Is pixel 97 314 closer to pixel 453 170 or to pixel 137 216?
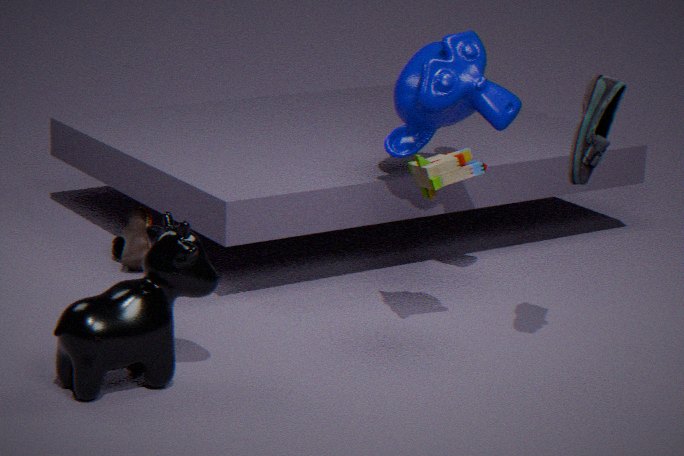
pixel 453 170
